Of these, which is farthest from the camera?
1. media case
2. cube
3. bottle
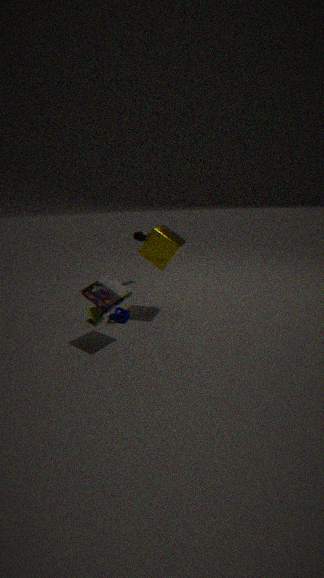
bottle
